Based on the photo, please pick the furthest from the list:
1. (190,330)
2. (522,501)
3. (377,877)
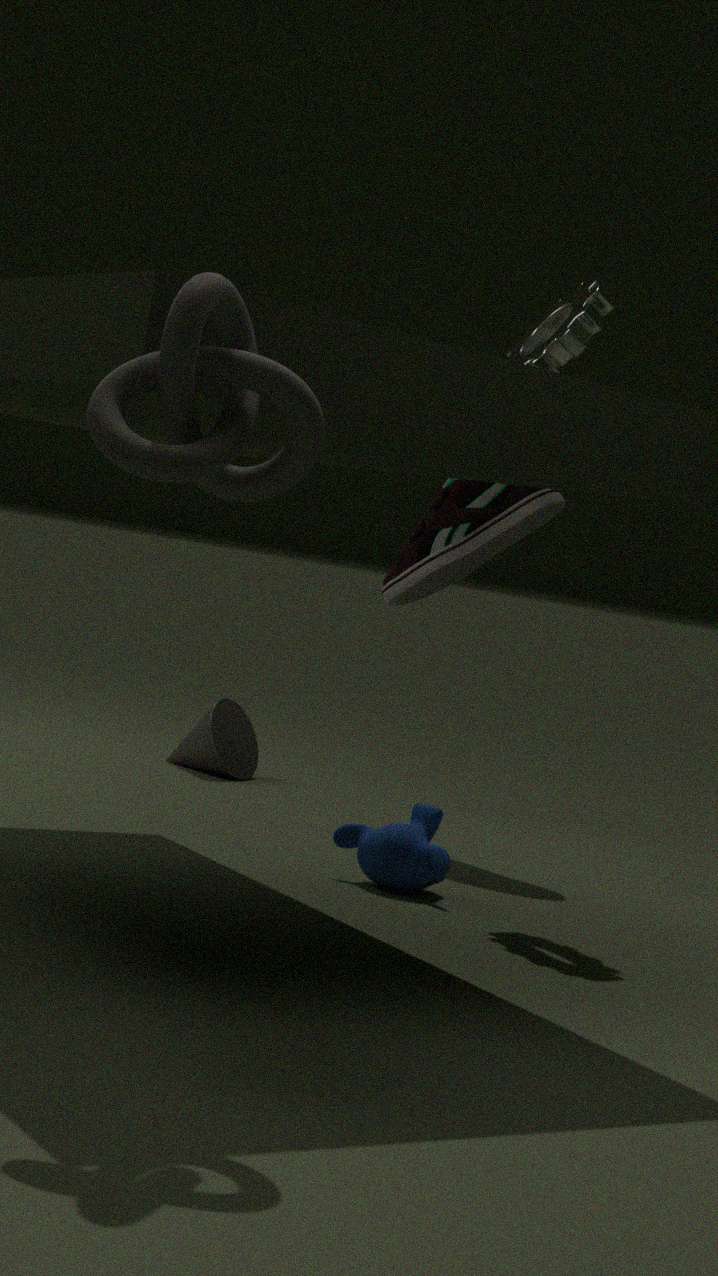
(522,501)
